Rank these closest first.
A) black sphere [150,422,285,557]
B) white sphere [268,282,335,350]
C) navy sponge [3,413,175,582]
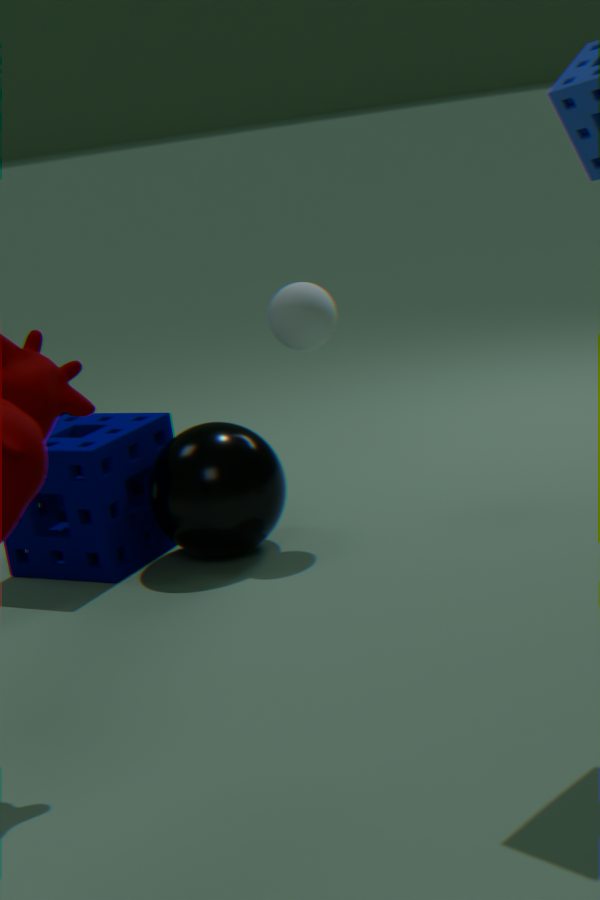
black sphere [150,422,285,557]
navy sponge [3,413,175,582]
white sphere [268,282,335,350]
